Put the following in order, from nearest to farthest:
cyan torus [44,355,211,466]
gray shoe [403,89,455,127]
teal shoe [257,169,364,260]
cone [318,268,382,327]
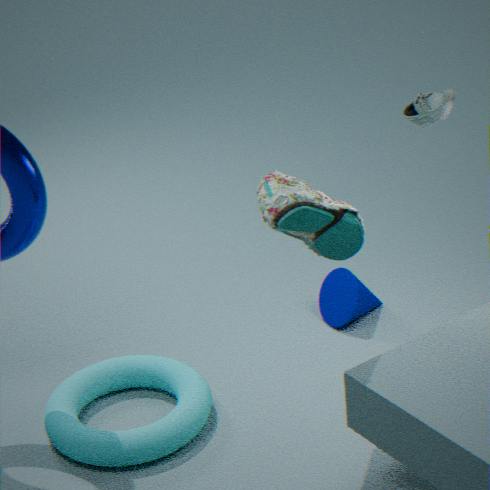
teal shoe [257,169,364,260] < cyan torus [44,355,211,466] < gray shoe [403,89,455,127] < cone [318,268,382,327]
